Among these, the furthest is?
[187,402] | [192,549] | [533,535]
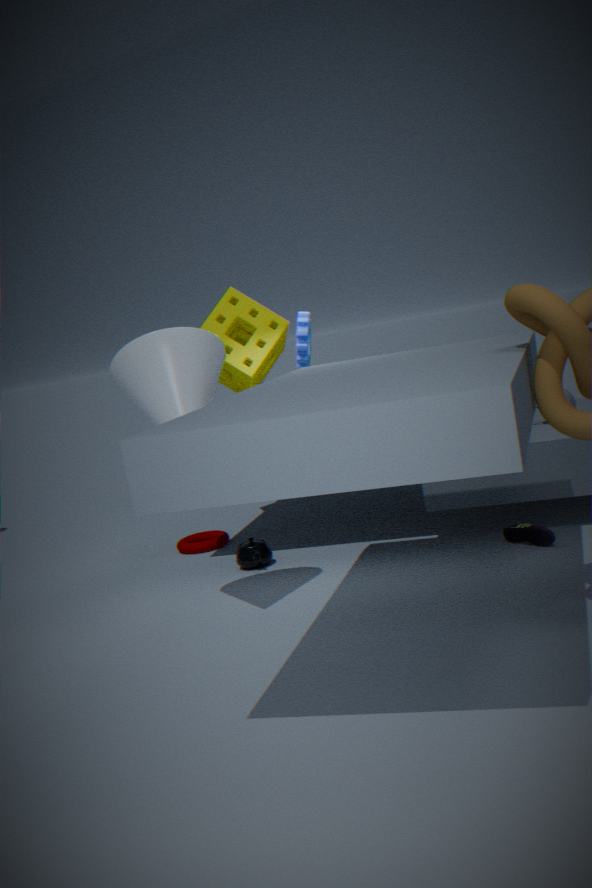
[192,549]
